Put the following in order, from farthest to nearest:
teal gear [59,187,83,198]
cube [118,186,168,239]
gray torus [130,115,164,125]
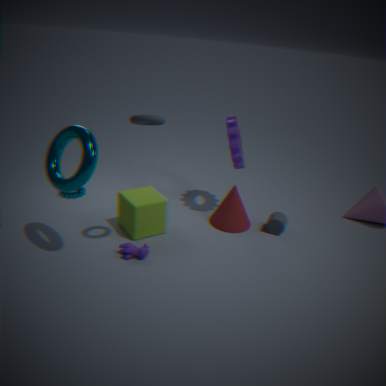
1. teal gear [59,187,83,198]
2. cube [118,186,168,239]
3. gray torus [130,115,164,125]
